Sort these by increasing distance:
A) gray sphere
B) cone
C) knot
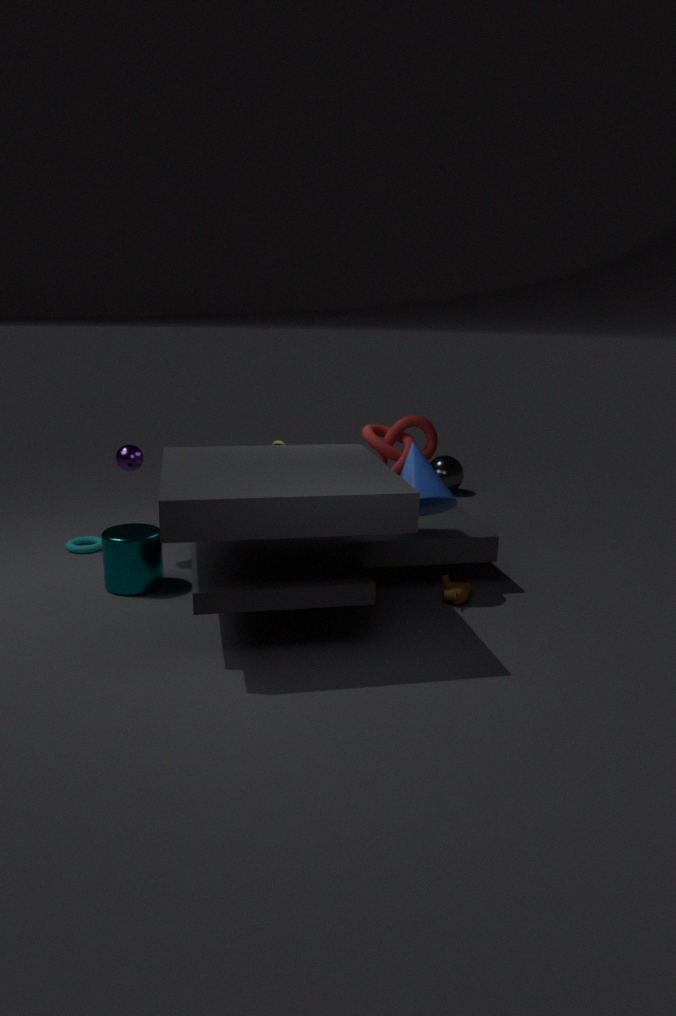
cone < knot < gray sphere
